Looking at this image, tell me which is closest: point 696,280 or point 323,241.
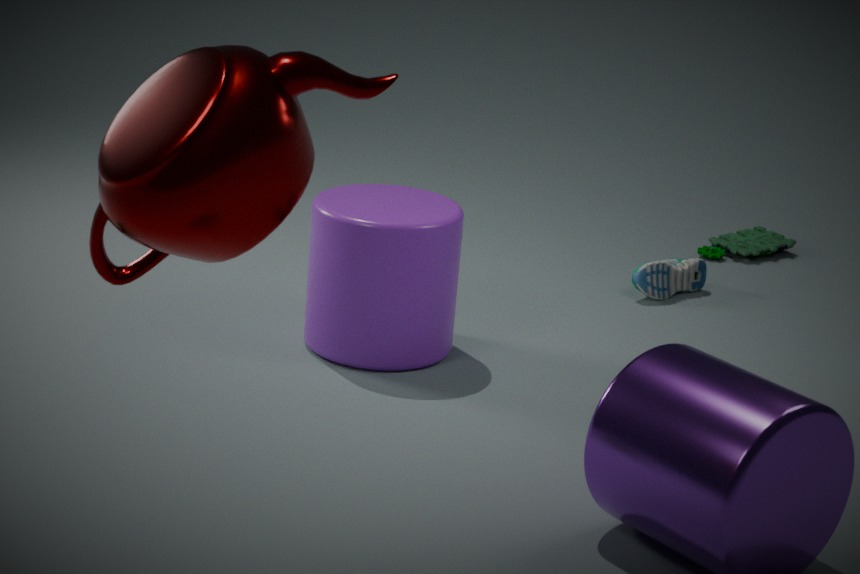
point 323,241
